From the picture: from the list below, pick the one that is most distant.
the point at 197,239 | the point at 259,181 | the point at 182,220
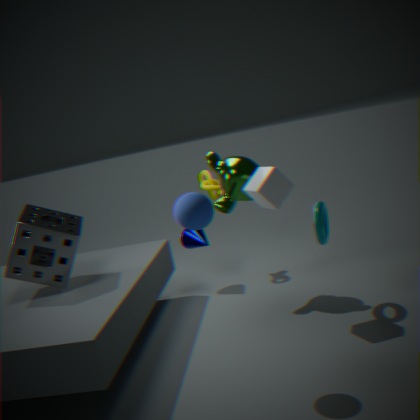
the point at 197,239
